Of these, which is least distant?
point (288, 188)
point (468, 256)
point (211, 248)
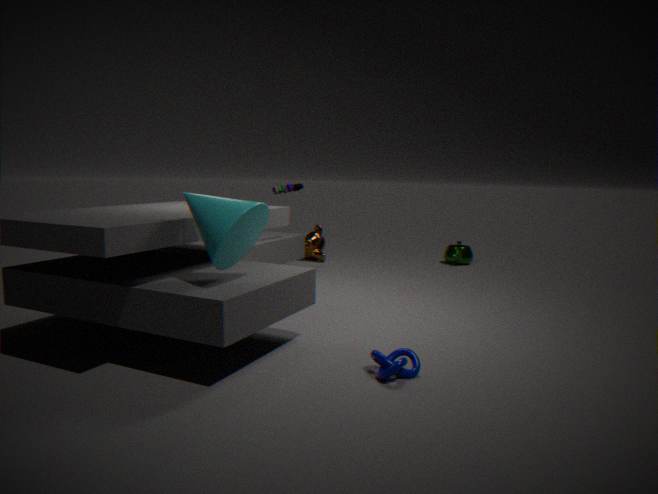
point (211, 248)
